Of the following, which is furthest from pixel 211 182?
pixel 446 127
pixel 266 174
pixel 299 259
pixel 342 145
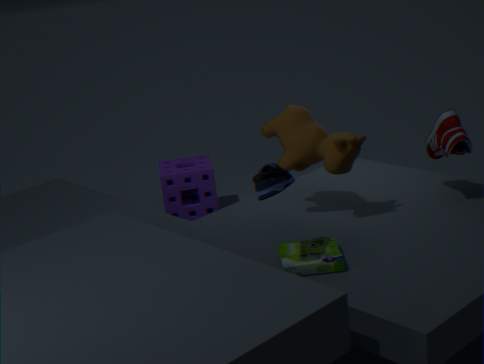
pixel 266 174
